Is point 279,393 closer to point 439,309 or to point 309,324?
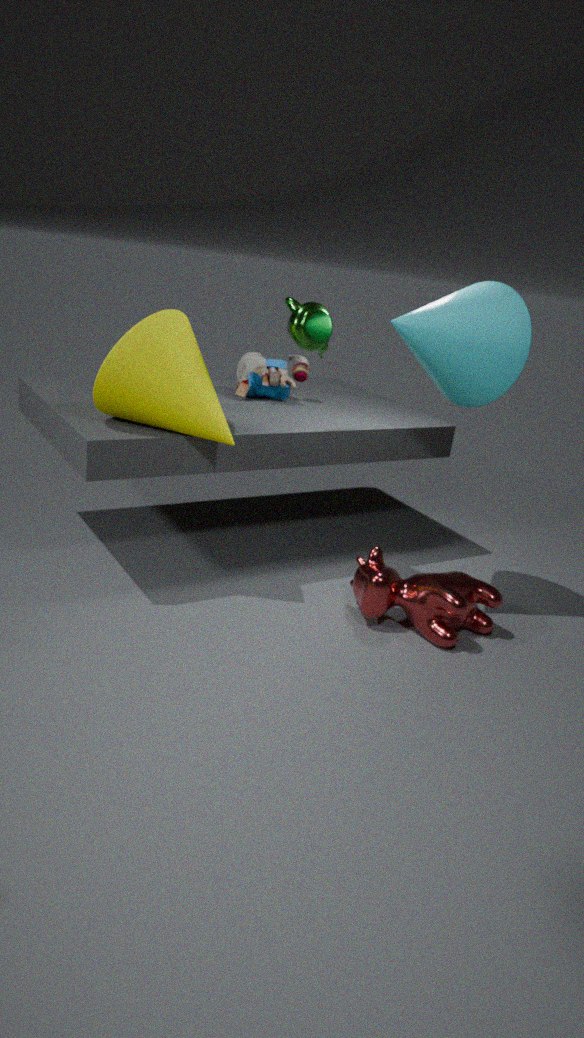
point 309,324
